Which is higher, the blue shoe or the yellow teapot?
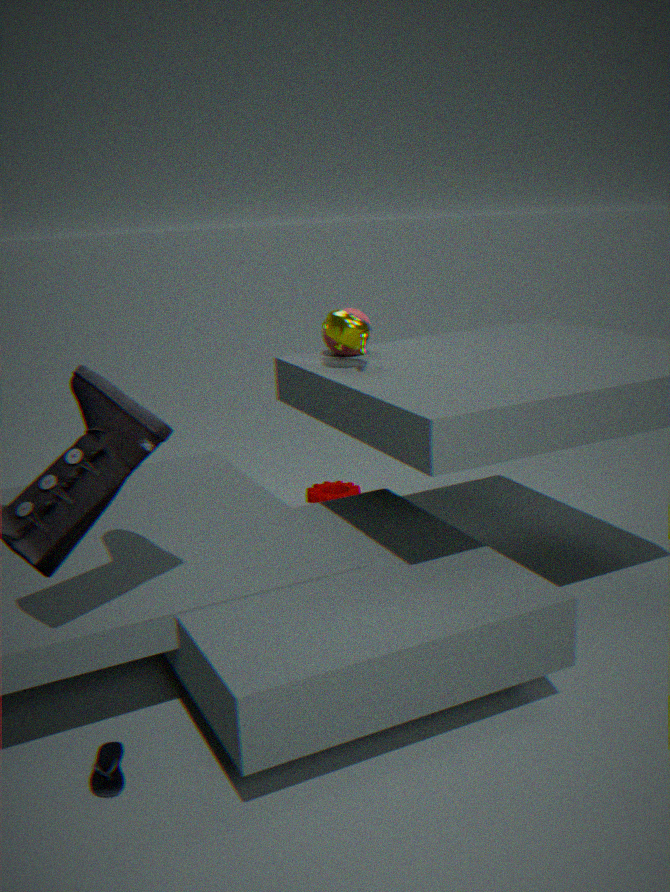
the yellow teapot
